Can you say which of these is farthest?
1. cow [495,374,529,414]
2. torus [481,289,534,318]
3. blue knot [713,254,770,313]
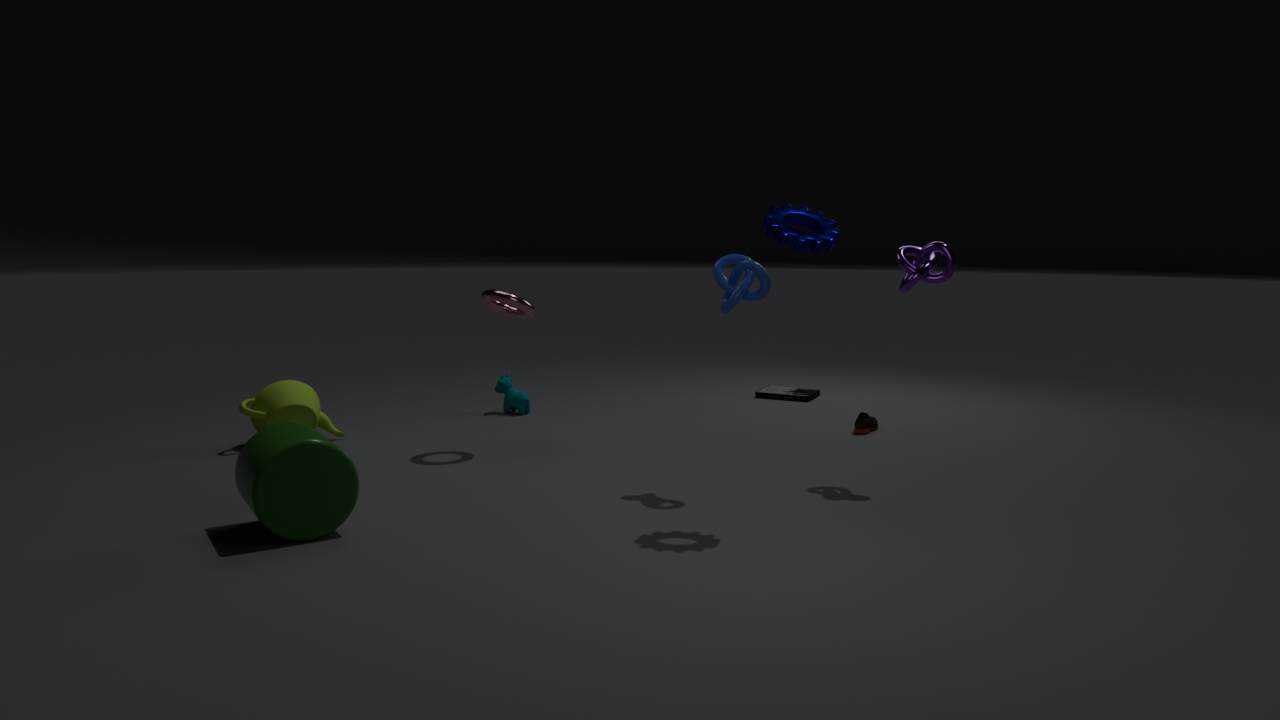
cow [495,374,529,414]
